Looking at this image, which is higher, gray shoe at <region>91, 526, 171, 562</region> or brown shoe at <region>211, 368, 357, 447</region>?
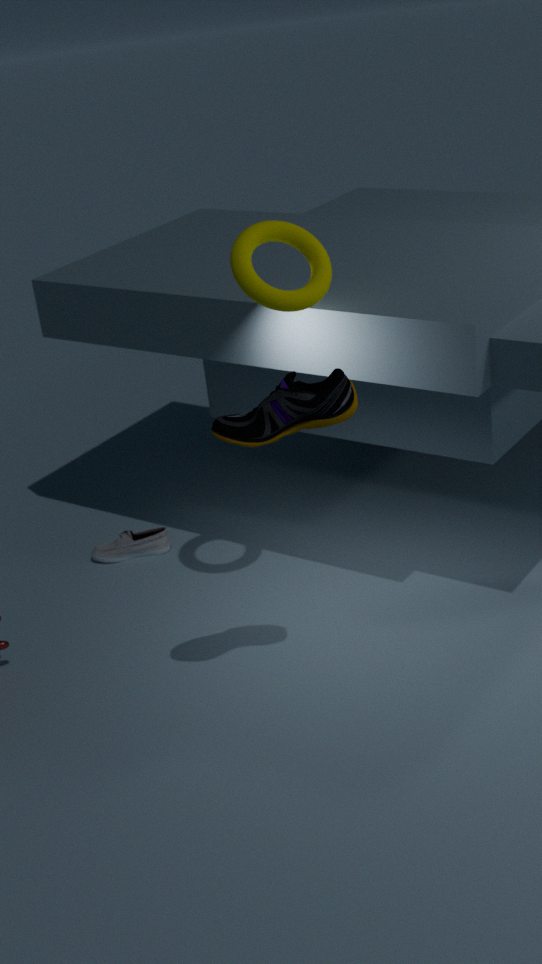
brown shoe at <region>211, 368, 357, 447</region>
